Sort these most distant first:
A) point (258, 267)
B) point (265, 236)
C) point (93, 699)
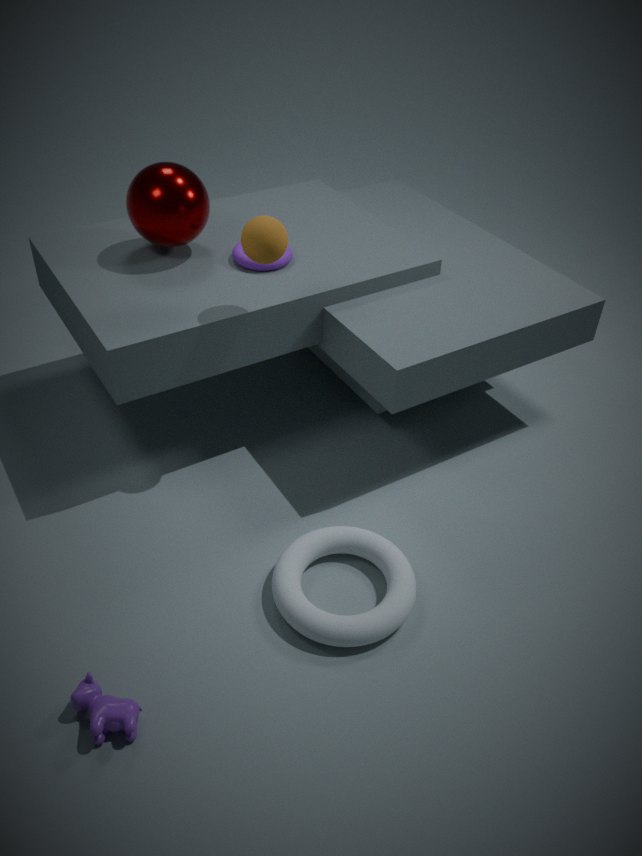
point (258, 267) → point (265, 236) → point (93, 699)
